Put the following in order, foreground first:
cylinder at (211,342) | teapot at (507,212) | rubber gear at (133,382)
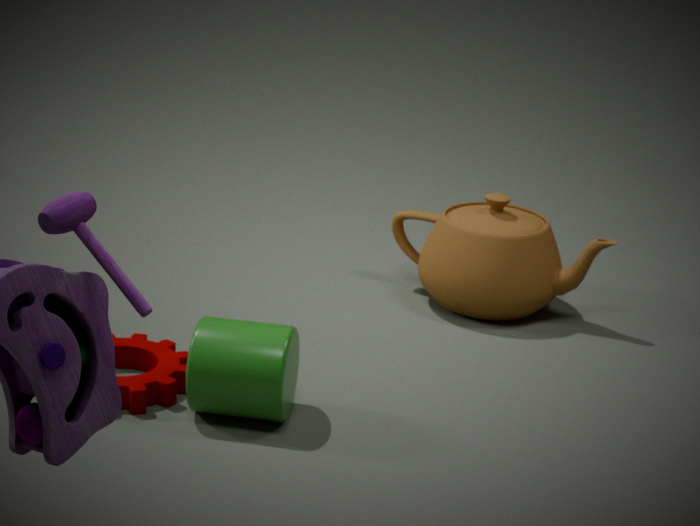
cylinder at (211,342) → rubber gear at (133,382) → teapot at (507,212)
